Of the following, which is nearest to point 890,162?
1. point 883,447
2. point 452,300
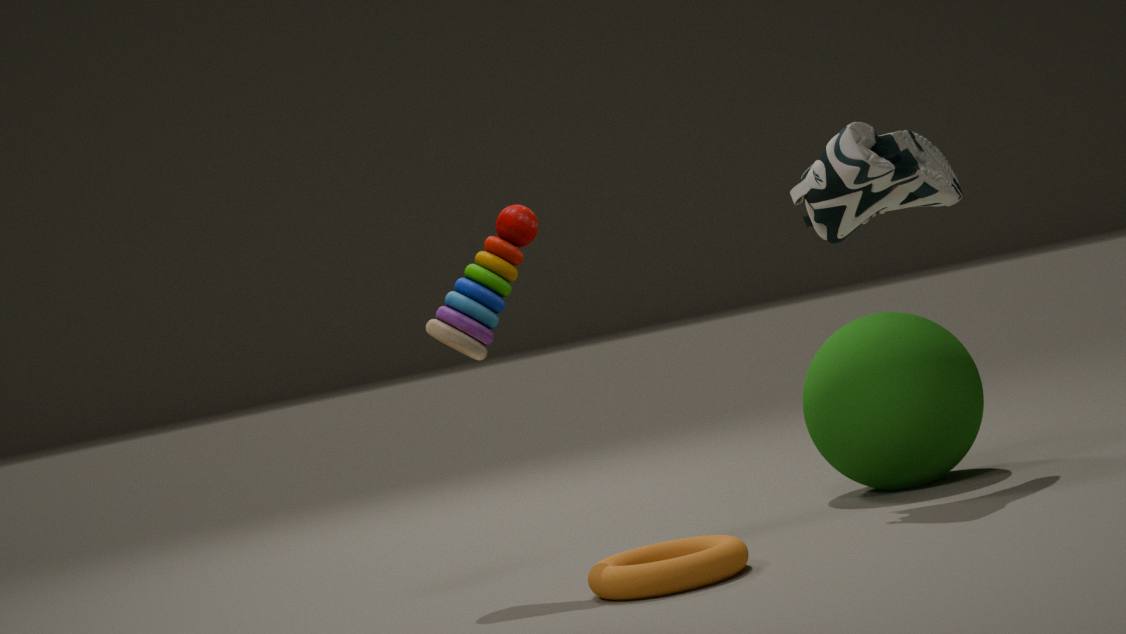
point 883,447
